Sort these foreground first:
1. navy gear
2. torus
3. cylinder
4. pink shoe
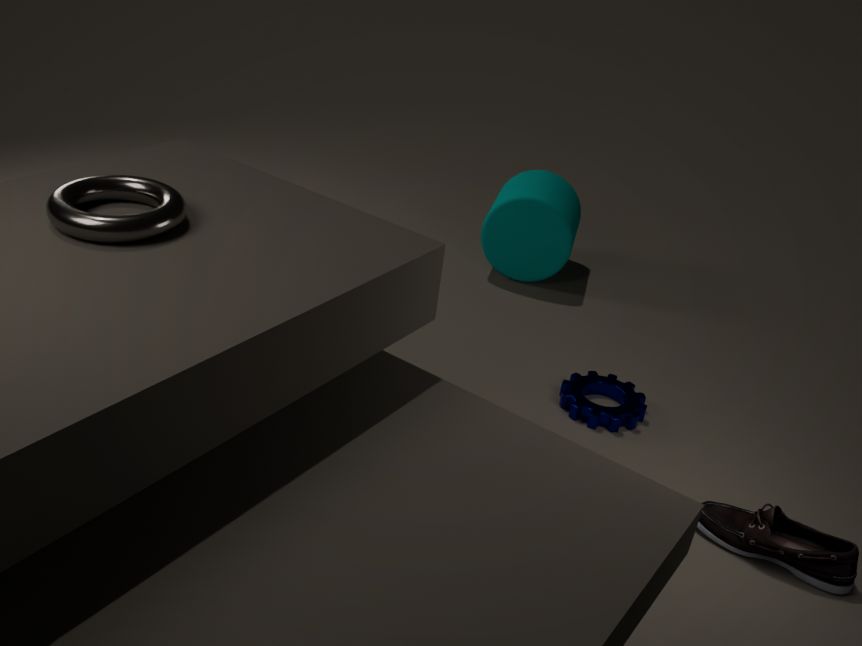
torus → pink shoe → navy gear → cylinder
